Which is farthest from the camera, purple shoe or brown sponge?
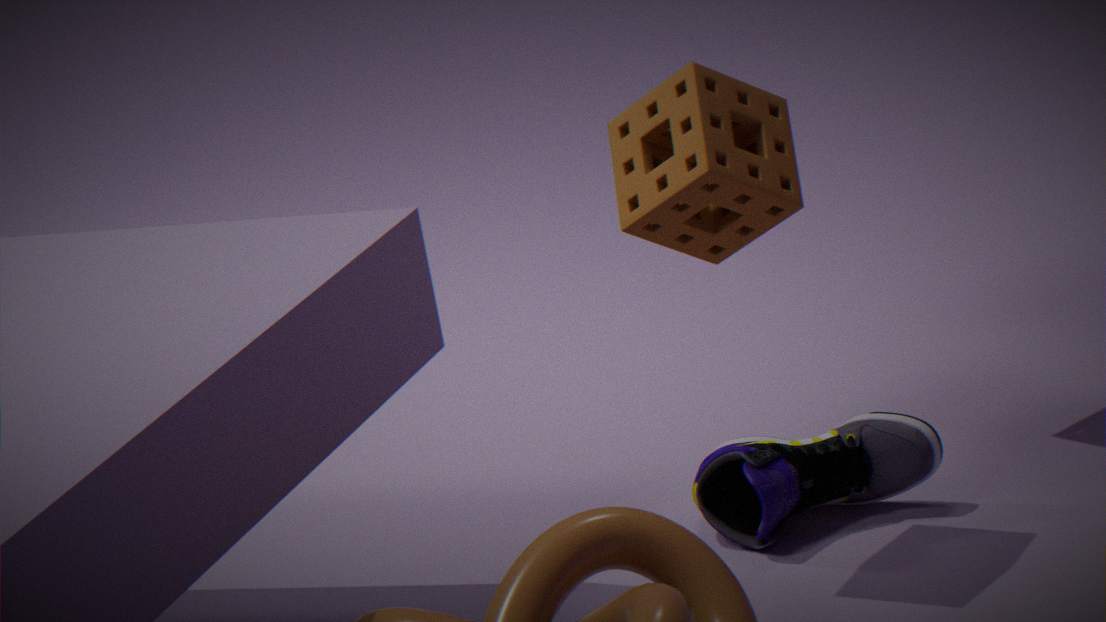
purple shoe
